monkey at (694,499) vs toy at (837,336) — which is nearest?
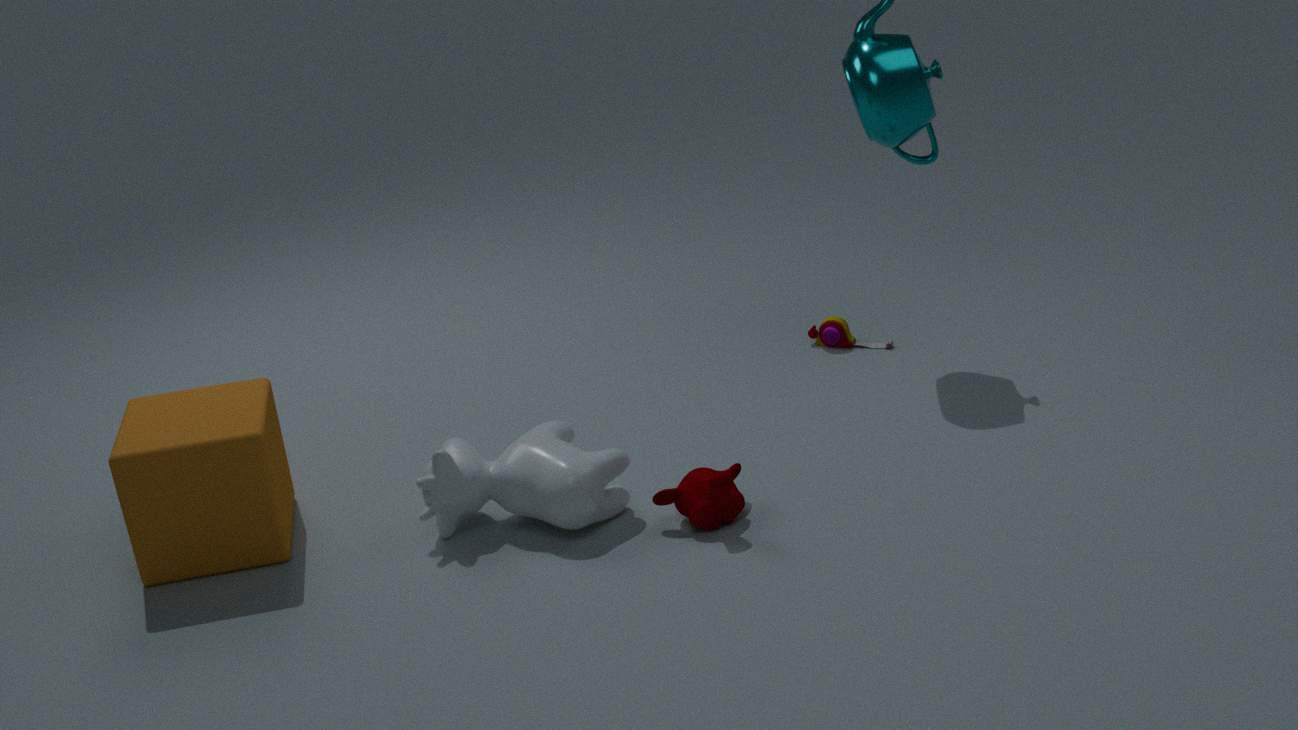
monkey at (694,499)
